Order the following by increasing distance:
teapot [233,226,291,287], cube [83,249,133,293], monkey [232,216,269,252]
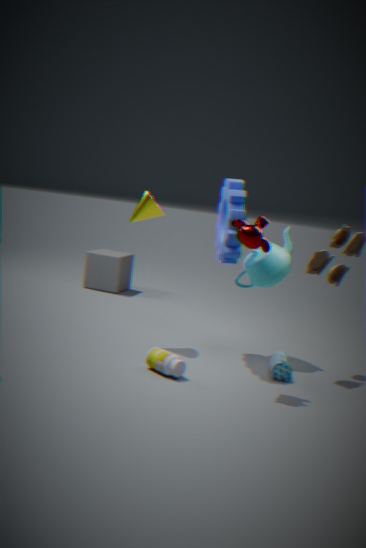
monkey [232,216,269,252] → teapot [233,226,291,287] → cube [83,249,133,293]
